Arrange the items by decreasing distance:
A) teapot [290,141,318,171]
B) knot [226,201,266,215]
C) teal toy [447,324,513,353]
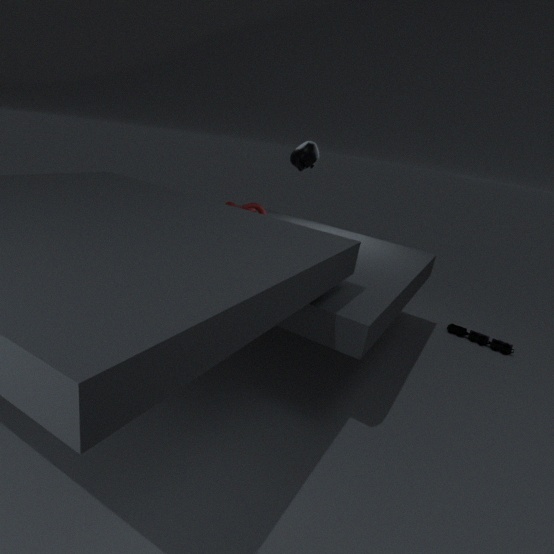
teal toy [447,324,513,353]
knot [226,201,266,215]
teapot [290,141,318,171]
